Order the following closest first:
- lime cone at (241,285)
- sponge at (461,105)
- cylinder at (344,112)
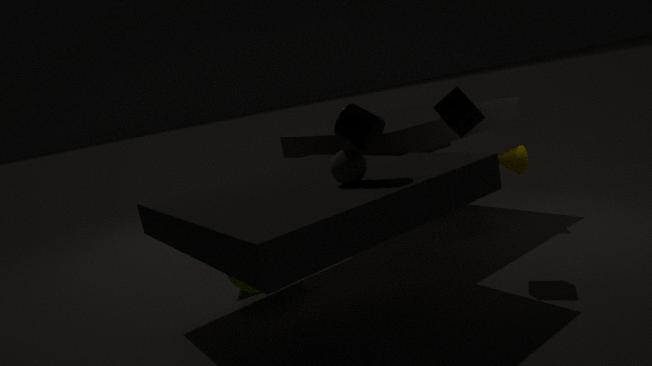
cylinder at (344,112) < sponge at (461,105) < lime cone at (241,285)
